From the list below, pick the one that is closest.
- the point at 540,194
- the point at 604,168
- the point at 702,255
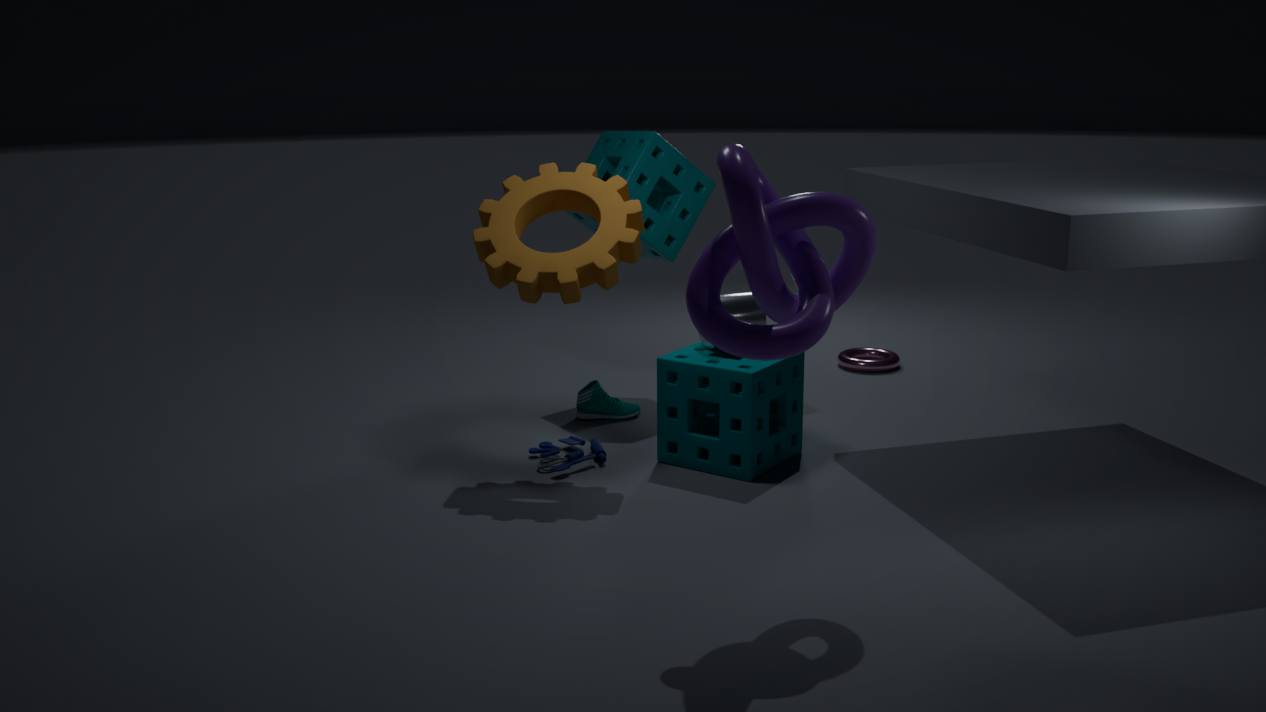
the point at 702,255
